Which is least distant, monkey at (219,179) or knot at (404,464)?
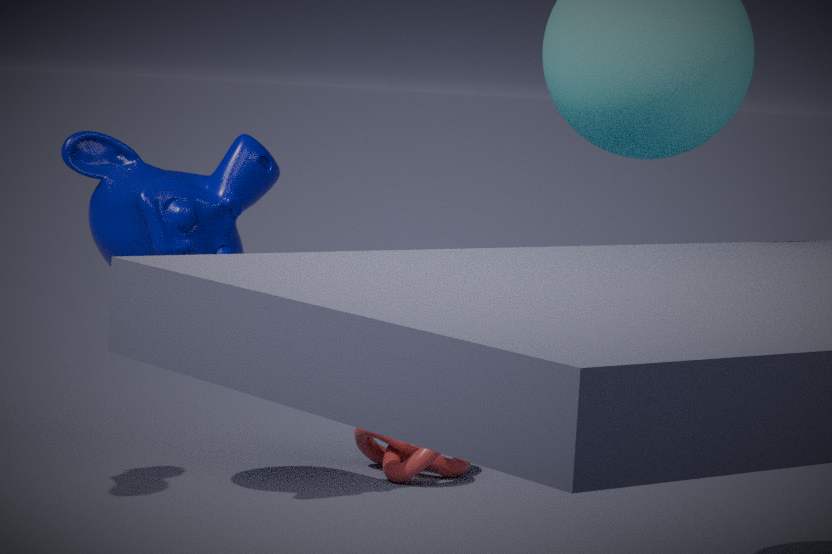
monkey at (219,179)
